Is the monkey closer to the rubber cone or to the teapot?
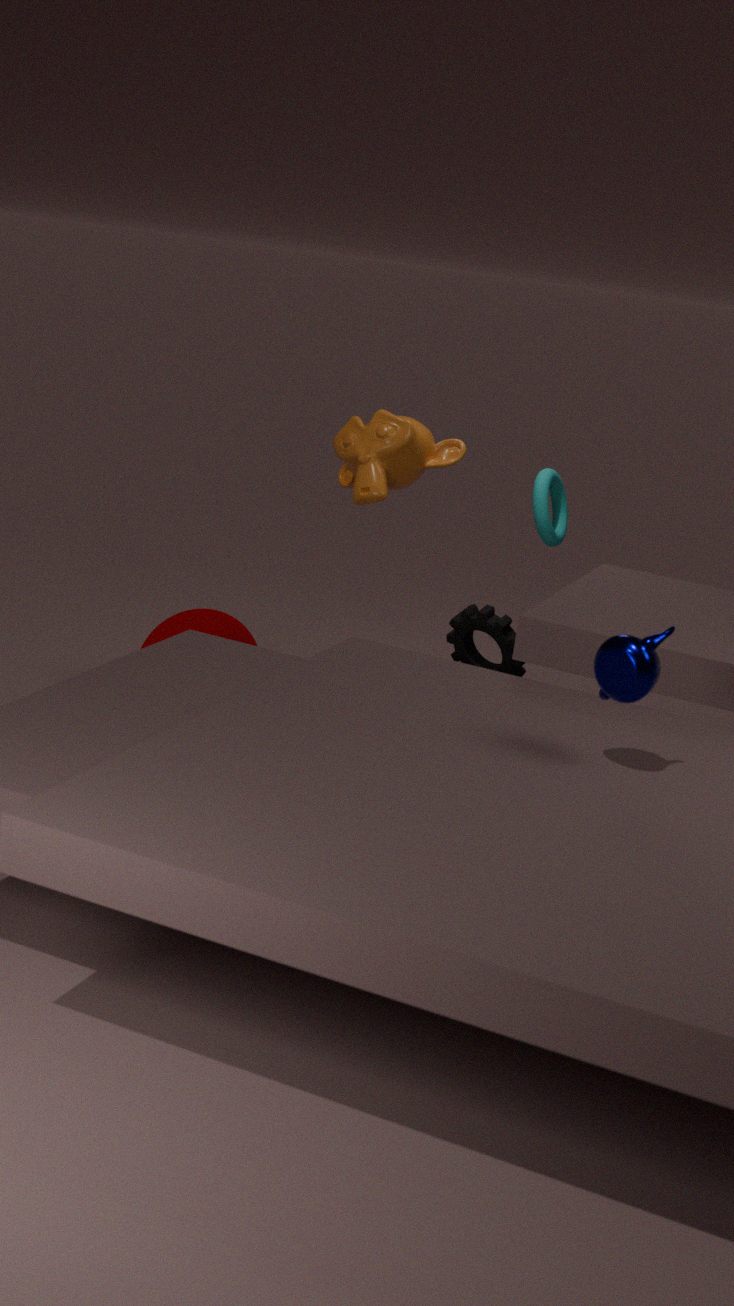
the rubber cone
